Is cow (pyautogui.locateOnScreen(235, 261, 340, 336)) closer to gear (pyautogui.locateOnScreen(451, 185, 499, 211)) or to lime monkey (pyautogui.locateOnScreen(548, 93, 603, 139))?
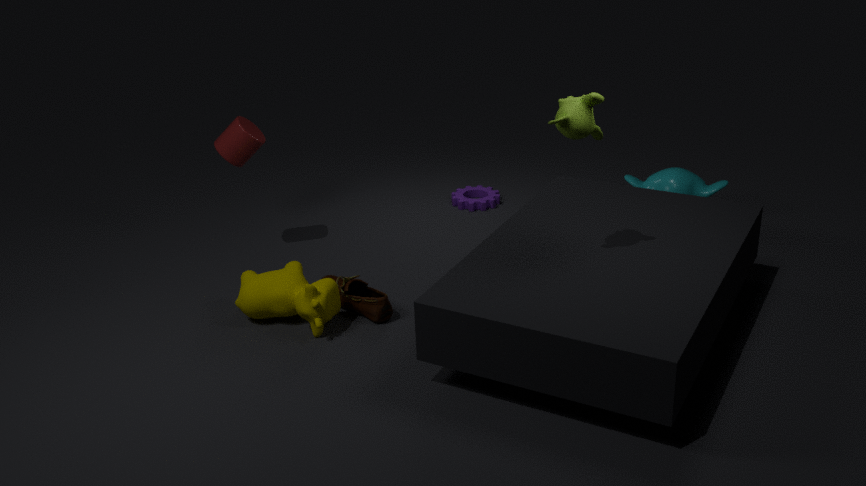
lime monkey (pyautogui.locateOnScreen(548, 93, 603, 139))
